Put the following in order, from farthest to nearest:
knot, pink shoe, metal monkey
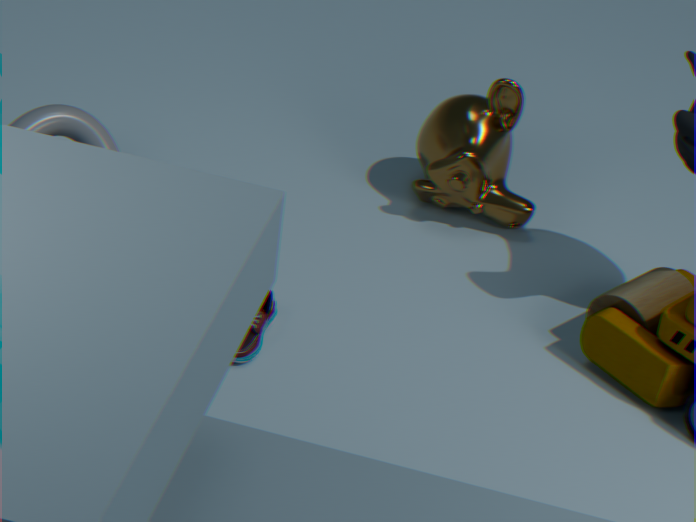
metal monkey → knot → pink shoe
